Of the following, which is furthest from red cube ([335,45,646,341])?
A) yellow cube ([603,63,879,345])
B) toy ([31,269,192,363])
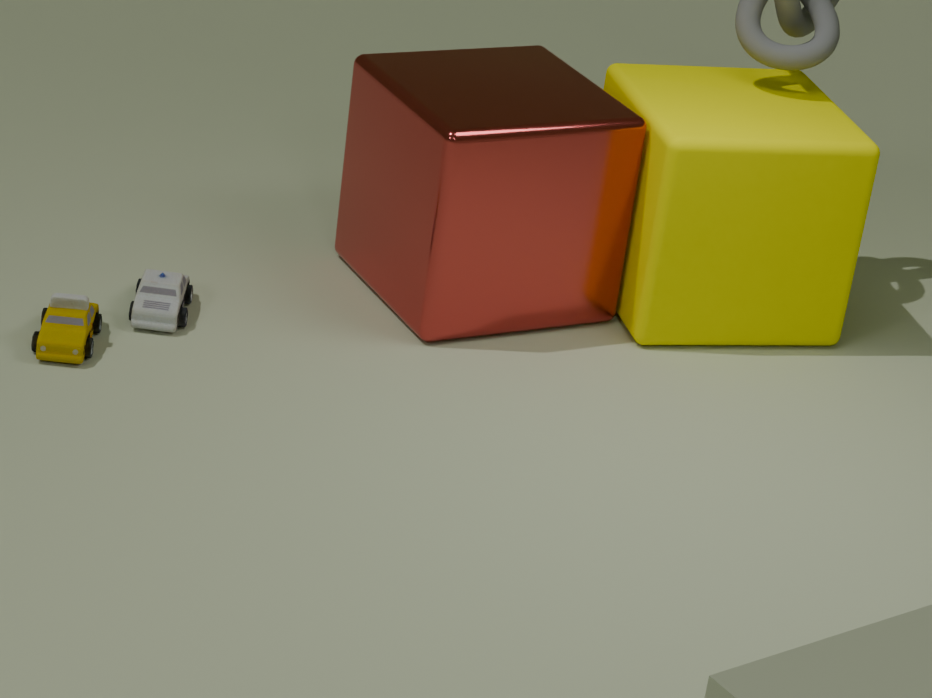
toy ([31,269,192,363])
